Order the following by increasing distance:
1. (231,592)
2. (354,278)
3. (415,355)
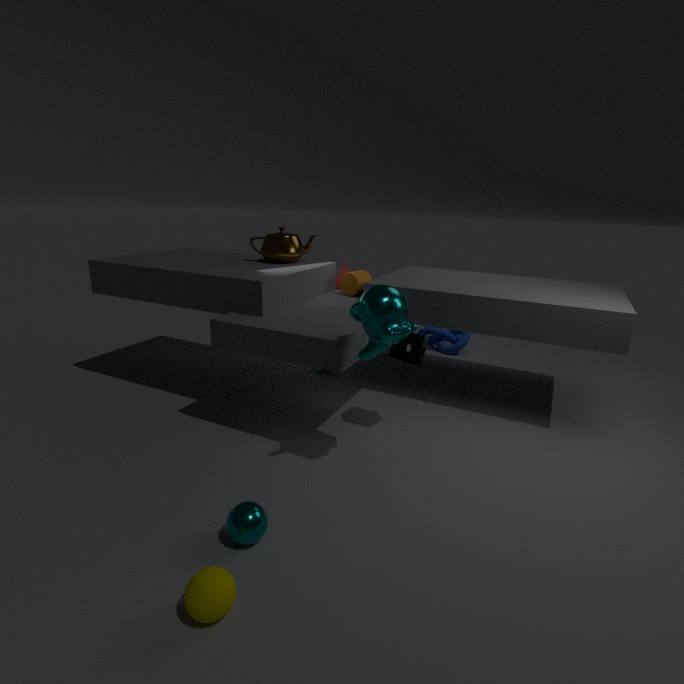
(231,592) → (415,355) → (354,278)
